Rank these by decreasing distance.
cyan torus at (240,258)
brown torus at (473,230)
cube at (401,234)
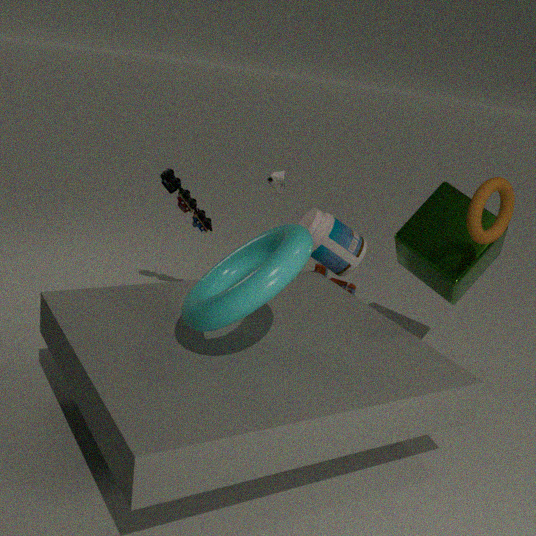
cube at (401,234)
brown torus at (473,230)
cyan torus at (240,258)
